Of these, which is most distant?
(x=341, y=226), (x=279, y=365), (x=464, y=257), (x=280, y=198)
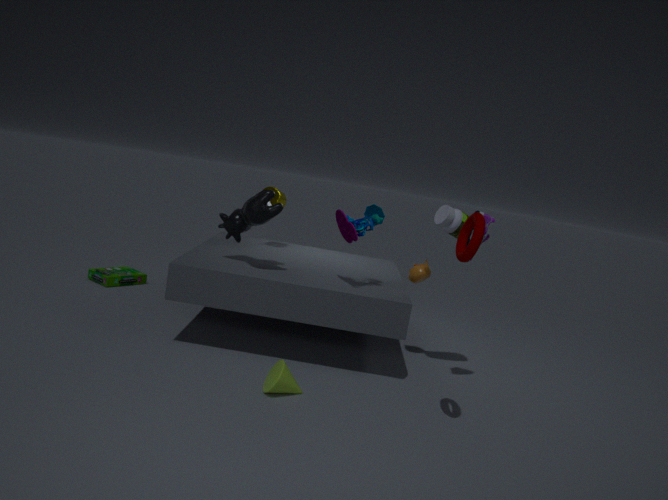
(x=280, y=198)
